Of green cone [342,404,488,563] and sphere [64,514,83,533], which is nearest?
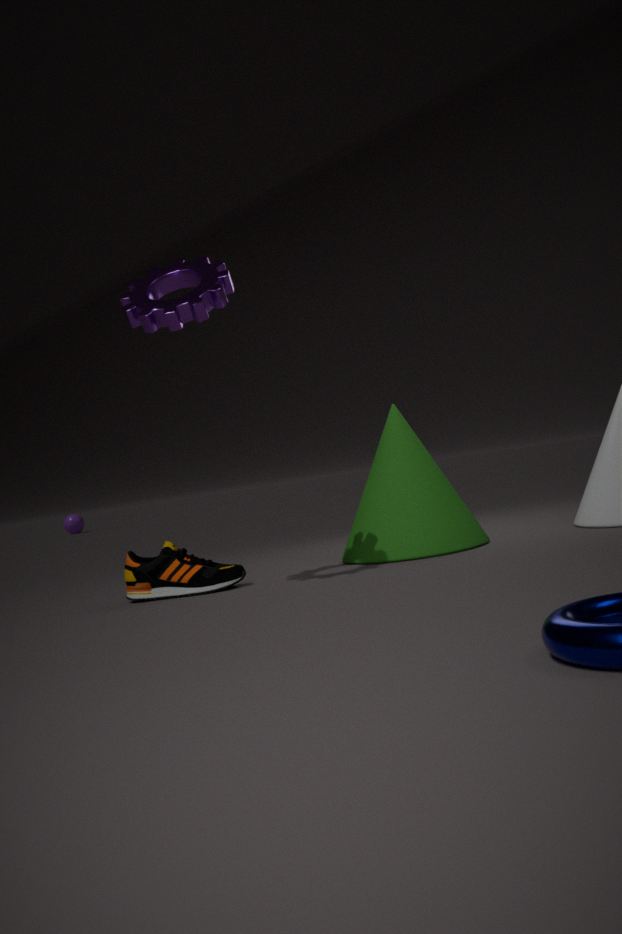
green cone [342,404,488,563]
